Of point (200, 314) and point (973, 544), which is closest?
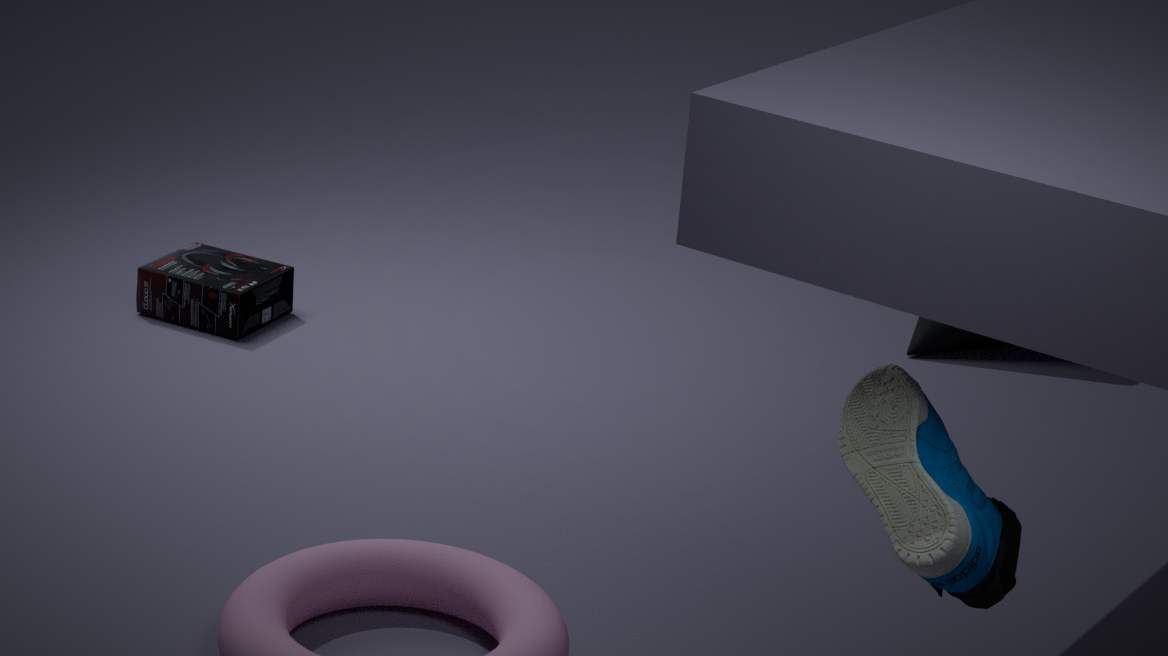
point (973, 544)
